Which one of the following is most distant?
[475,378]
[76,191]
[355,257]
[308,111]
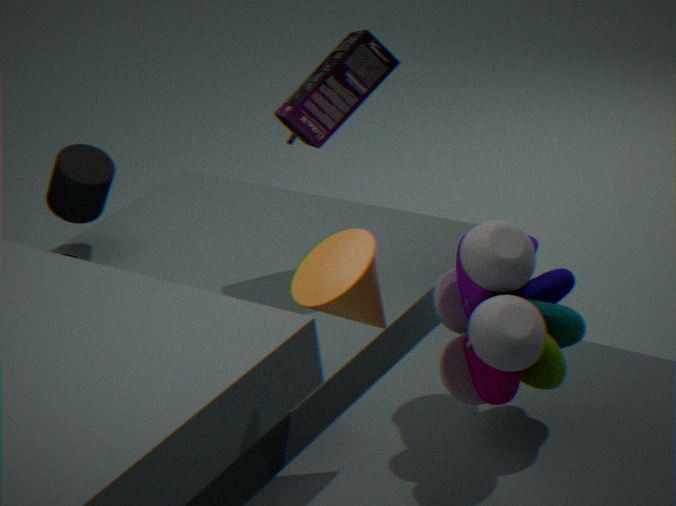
[76,191]
